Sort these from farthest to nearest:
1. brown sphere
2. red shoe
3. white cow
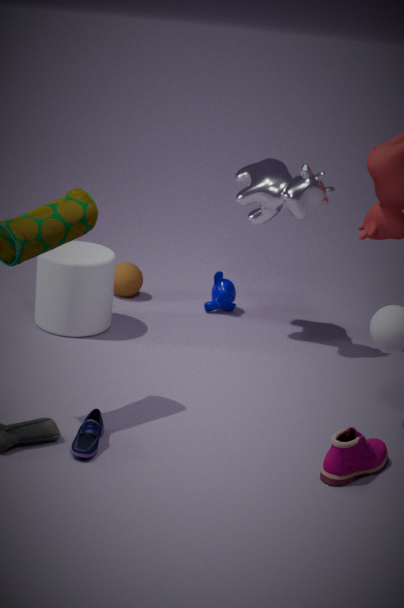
brown sphere
white cow
red shoe
